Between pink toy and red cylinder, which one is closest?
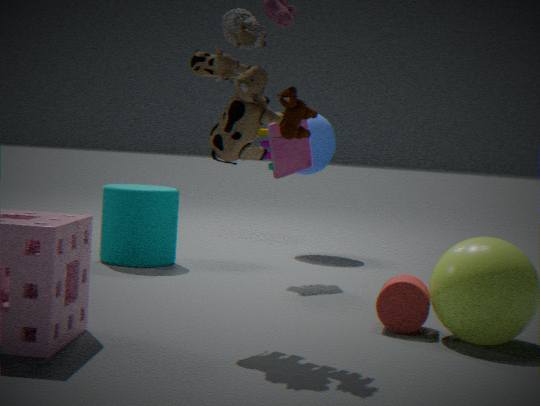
red cylinder
